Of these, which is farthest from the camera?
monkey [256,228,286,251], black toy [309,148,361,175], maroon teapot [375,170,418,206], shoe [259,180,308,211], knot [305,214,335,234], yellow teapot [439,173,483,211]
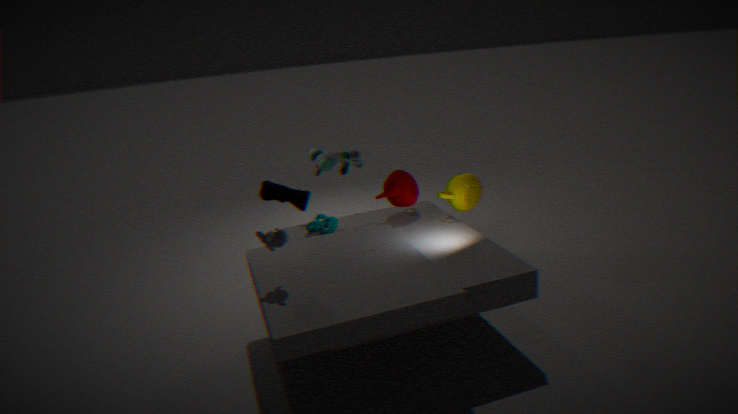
black toy [309,148,361,175]
